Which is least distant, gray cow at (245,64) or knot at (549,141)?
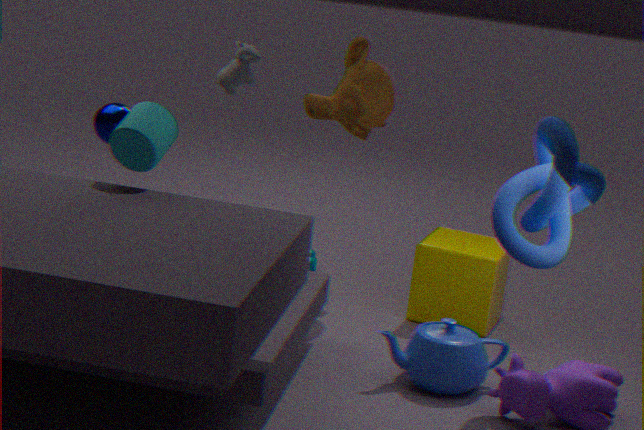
knot at (549,141)
